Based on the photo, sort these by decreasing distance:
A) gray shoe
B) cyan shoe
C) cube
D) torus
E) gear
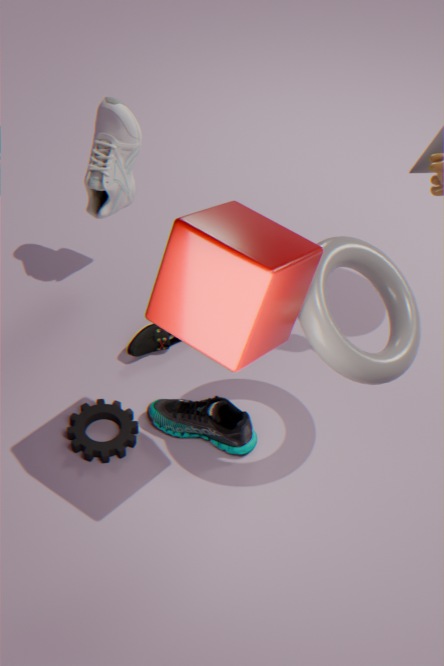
1. gray shoe
2. gear
3. cyan shoe
4. torus
5. cube
